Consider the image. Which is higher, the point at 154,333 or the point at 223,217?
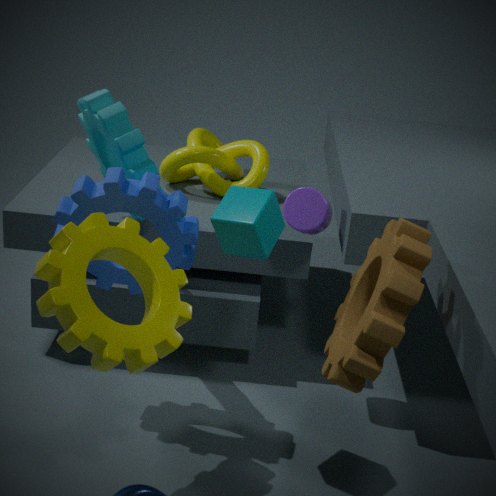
the point at 223,217
